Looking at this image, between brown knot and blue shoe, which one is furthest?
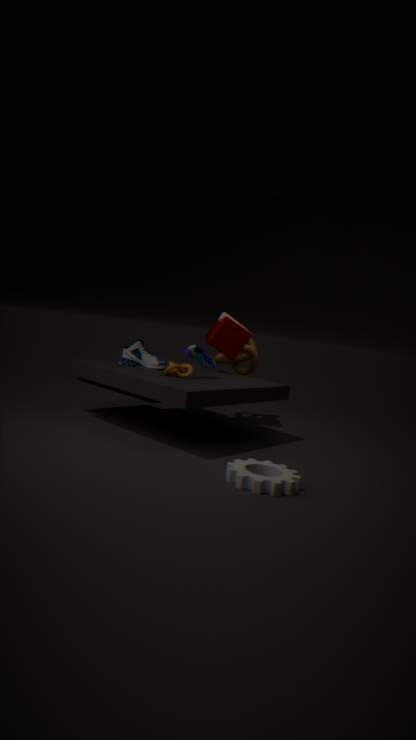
brown knot
